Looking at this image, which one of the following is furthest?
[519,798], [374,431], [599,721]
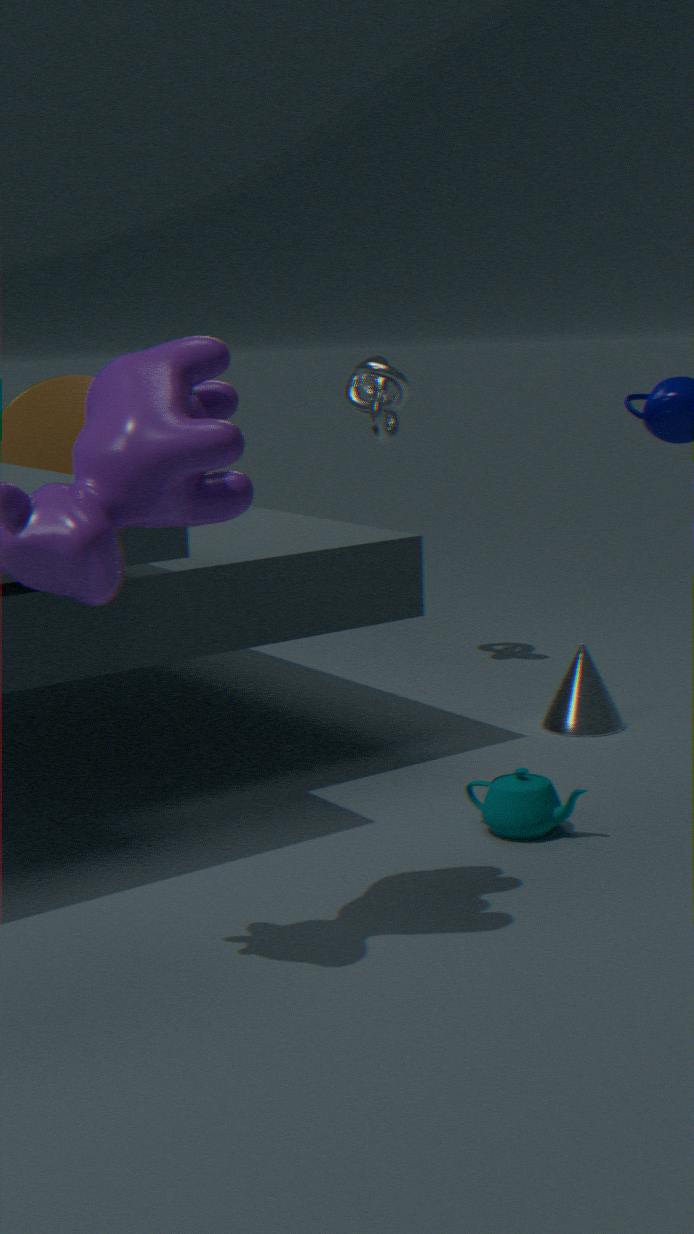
[374,431]
